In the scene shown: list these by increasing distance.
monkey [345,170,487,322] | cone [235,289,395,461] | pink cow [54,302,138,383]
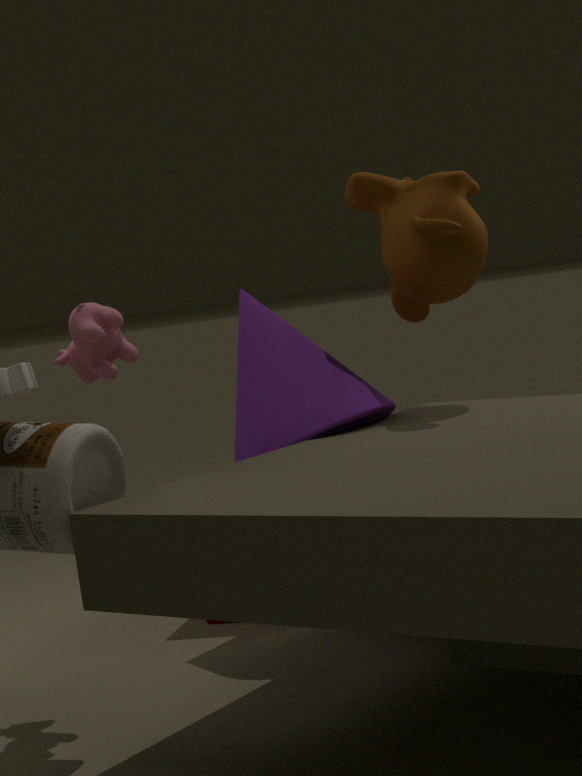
pink cow [54,302,138,383]
cone [235,289,395,461]
monkey [345,170,487,322]
